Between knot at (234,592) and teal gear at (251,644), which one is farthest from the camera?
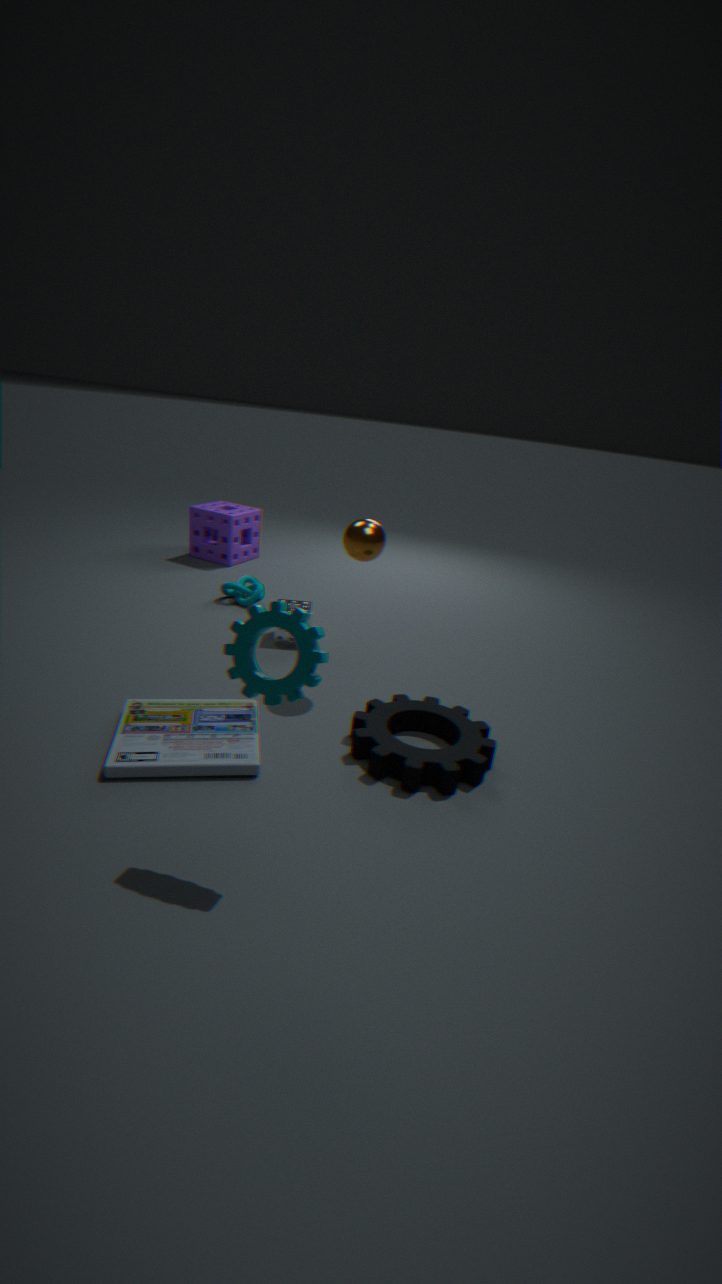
knot at (234,592)
